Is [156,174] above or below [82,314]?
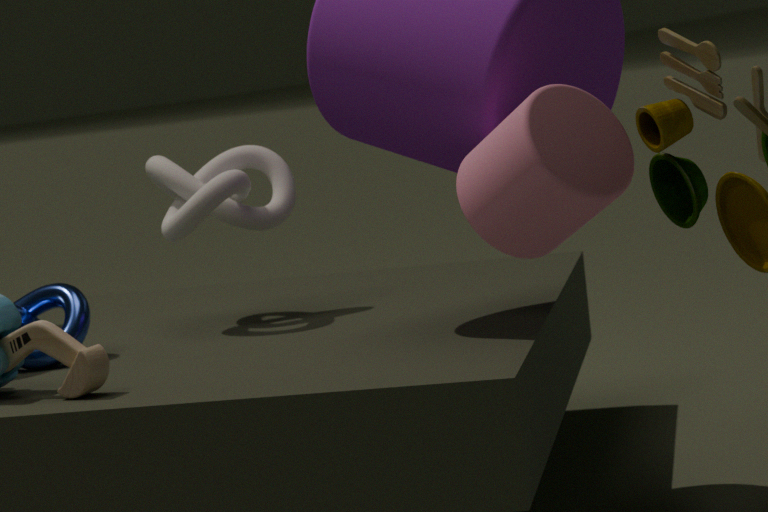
above
